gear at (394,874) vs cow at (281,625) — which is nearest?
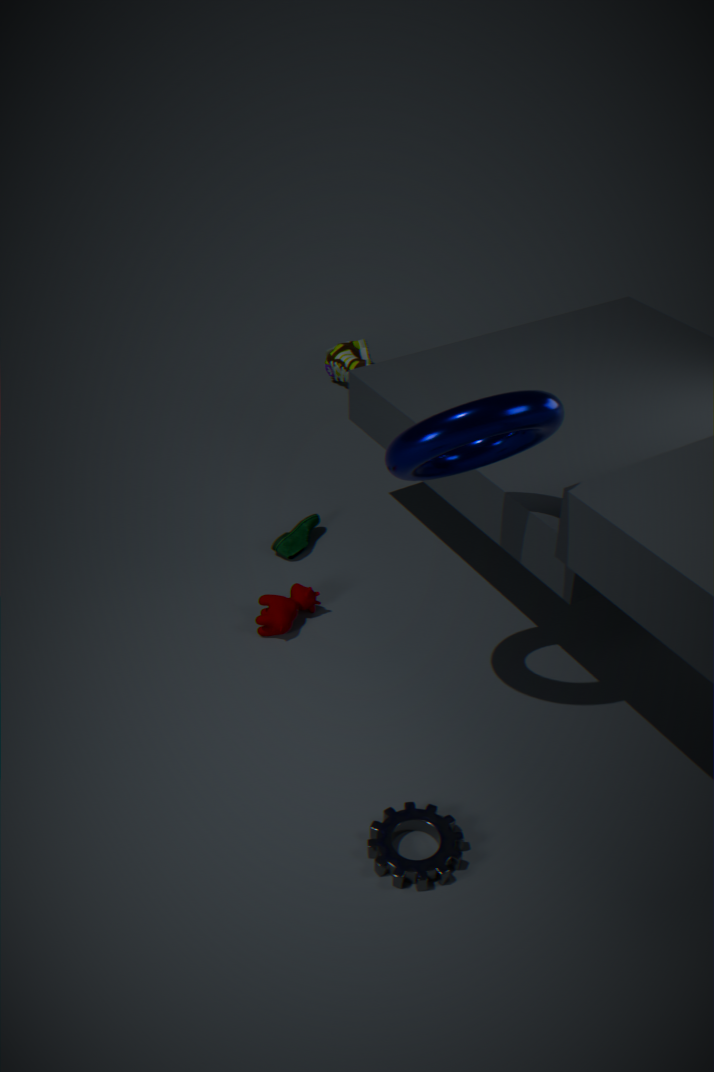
gear at (394,874)
